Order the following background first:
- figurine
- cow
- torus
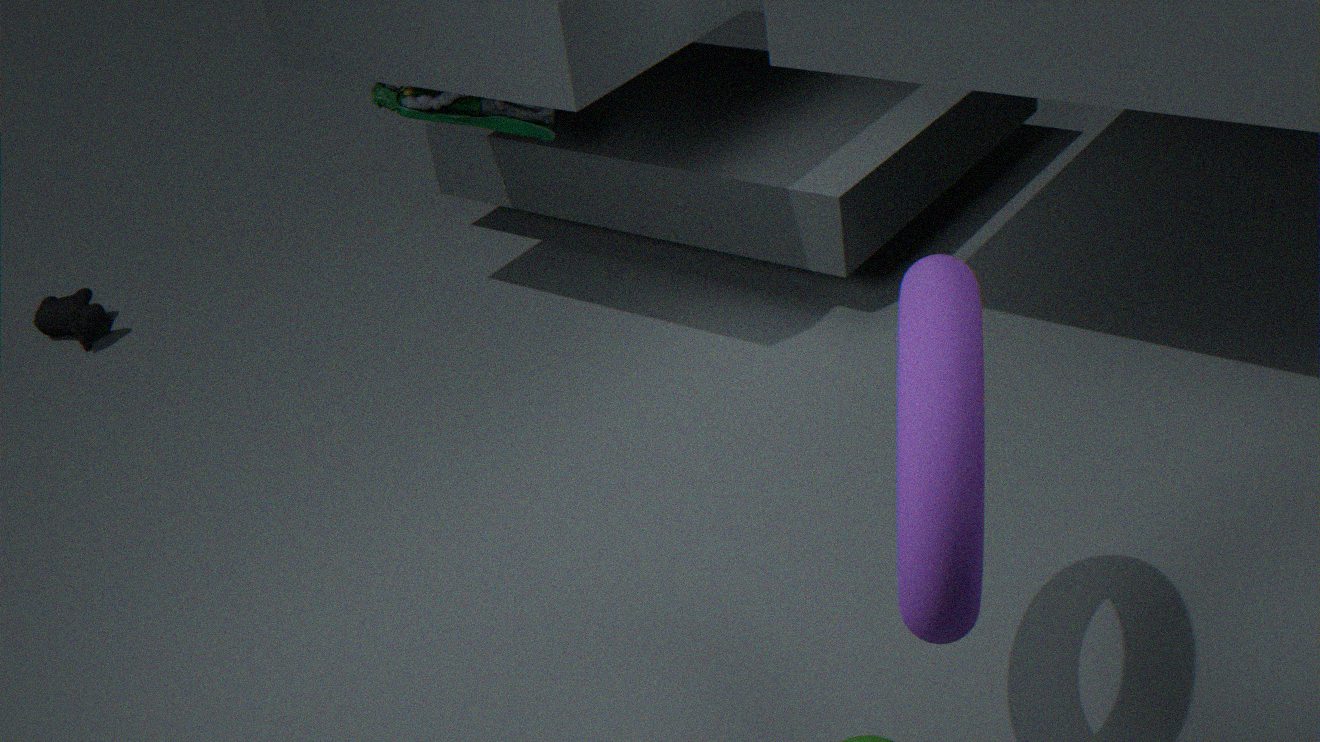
1. cow
2. figurine
3. torus
